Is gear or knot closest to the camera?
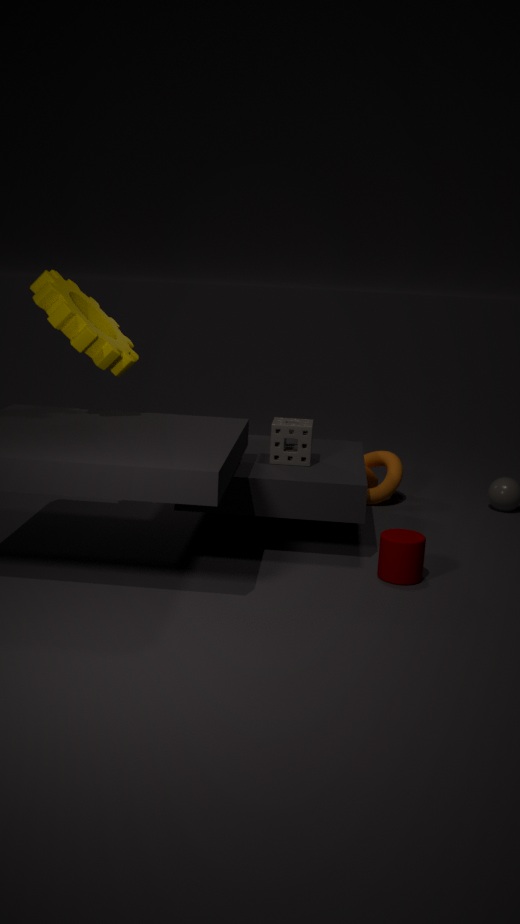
gear
